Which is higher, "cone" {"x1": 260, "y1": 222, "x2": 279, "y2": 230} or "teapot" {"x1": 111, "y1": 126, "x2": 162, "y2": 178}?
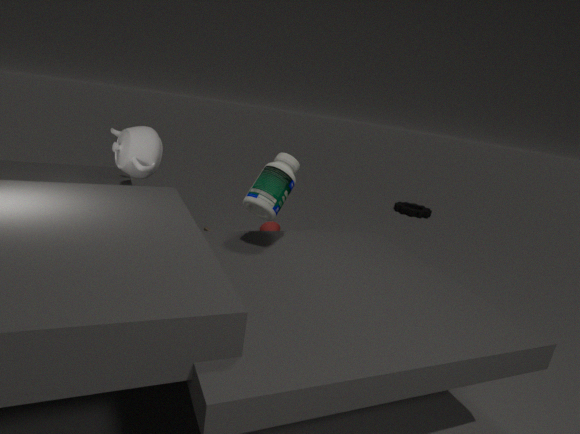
"teapot" {"x1": 111, "y1": 126, "x2": 162, "y2": 178}
